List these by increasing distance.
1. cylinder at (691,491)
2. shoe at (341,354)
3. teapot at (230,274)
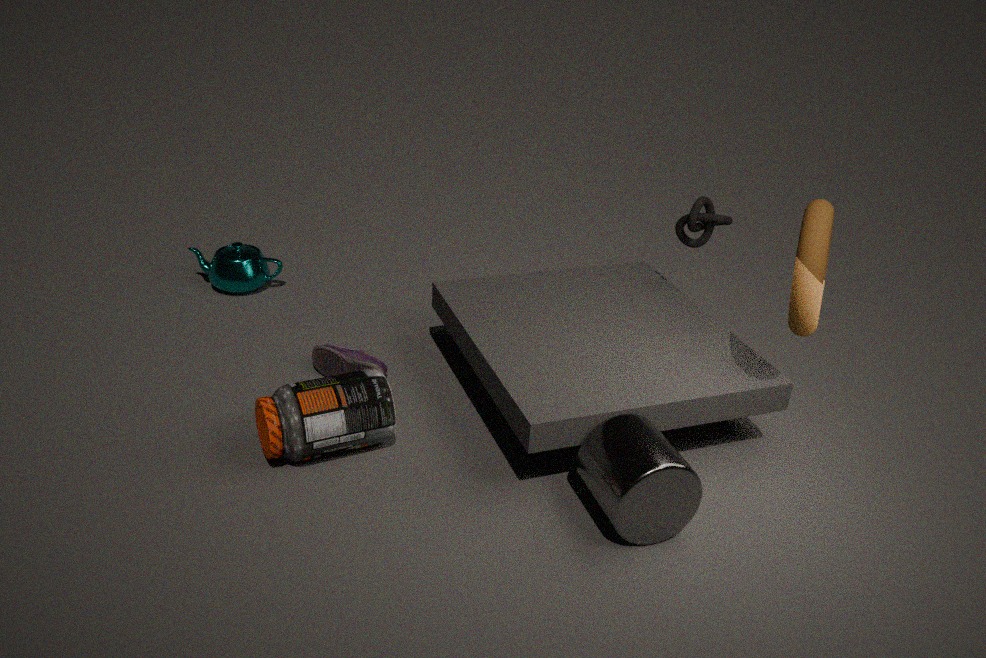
cylinder at (691,491) → shoe at (341,354) → teapot at (230,274)
